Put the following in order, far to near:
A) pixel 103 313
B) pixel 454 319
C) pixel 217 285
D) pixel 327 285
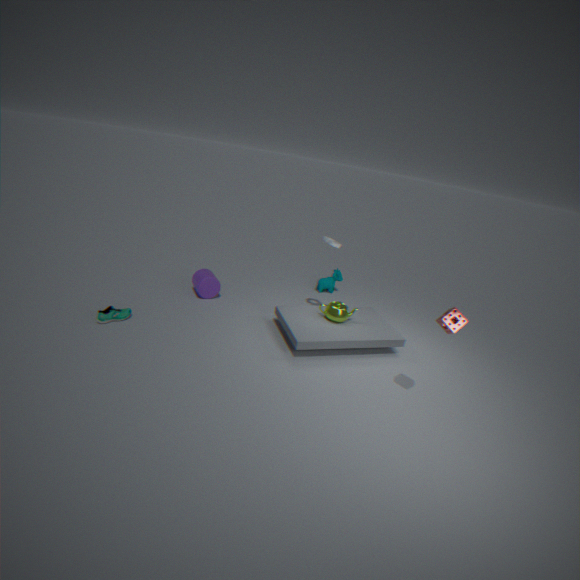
pixel 327 285, pixel 217 285, pixel 103 313, pixel 454 319
